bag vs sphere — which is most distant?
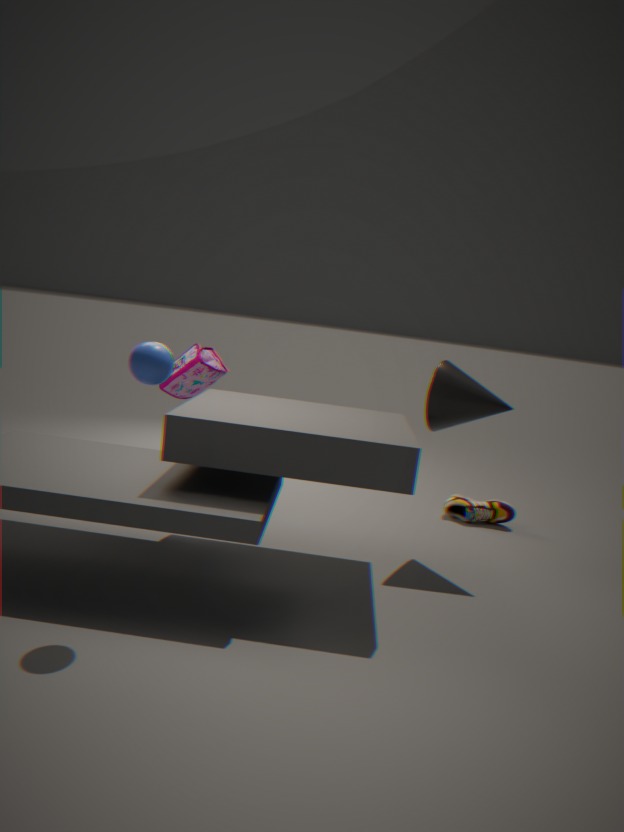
bag
